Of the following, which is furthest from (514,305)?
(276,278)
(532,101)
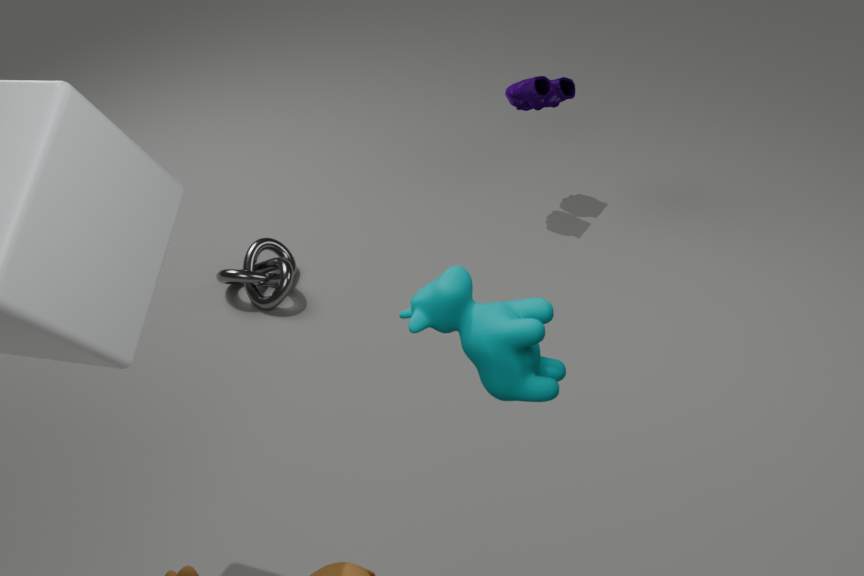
(532,101)
